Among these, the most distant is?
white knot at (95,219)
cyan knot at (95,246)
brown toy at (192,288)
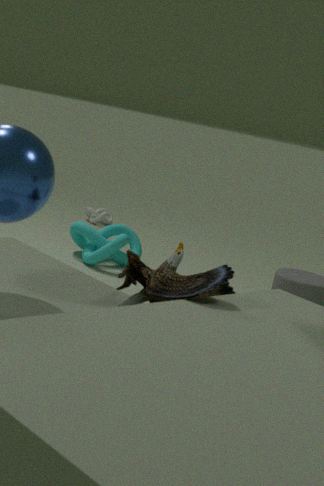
white knot at (95,219)
